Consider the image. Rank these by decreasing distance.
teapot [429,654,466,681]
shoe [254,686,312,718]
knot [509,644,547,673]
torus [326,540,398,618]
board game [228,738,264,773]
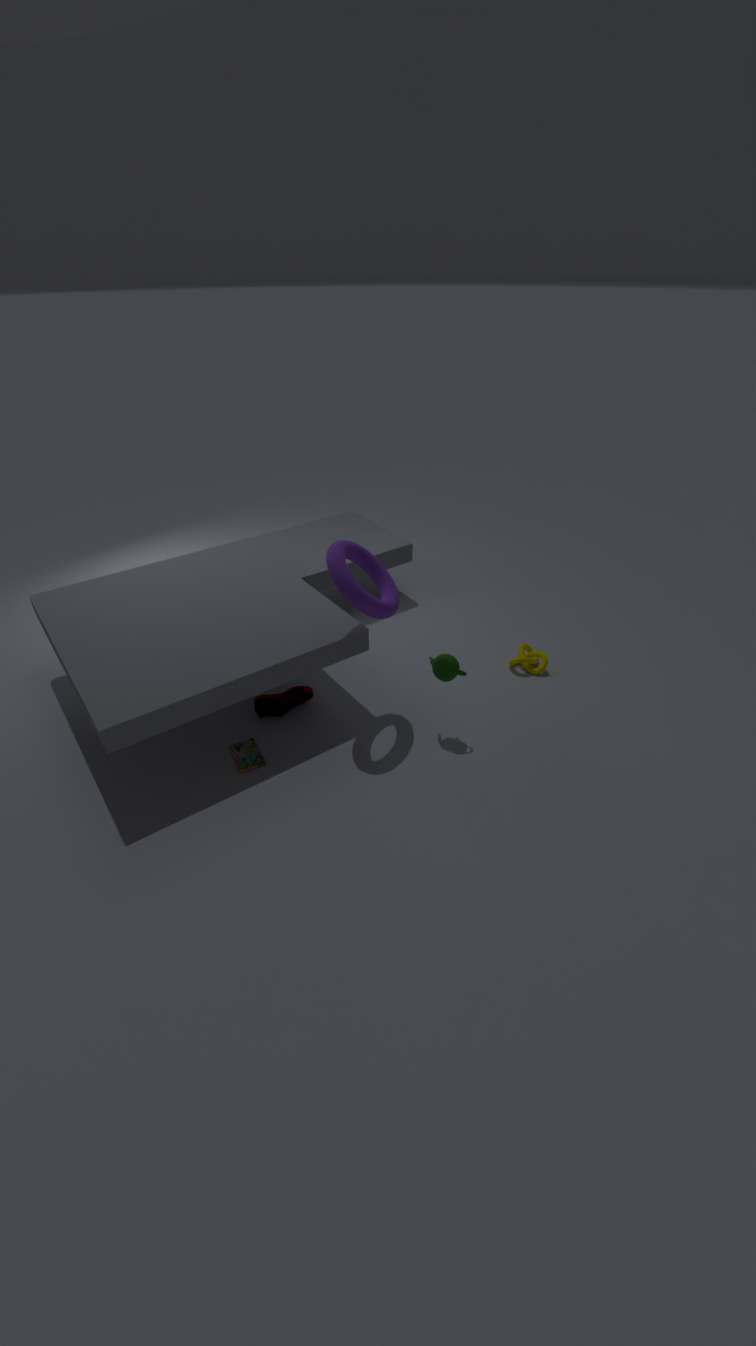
1. knot [509,644,547,673]
2. shoe [254,686,312,718]
3. board game [228,738,264,773]
4. teapot [429,654,466,681]
5. torus [326,540,398,618]
